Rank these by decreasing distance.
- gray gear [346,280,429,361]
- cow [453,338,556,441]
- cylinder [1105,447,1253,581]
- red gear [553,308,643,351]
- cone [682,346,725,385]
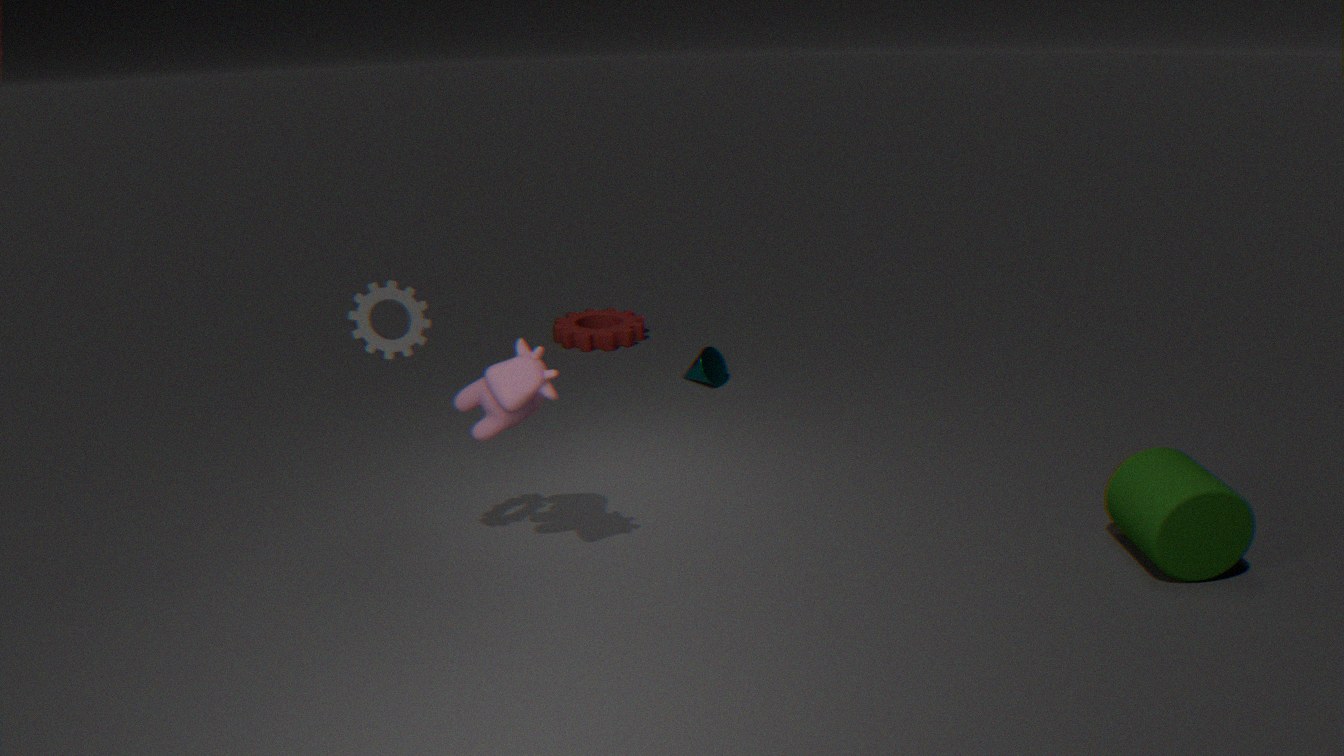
red gear [553,308,643,351] < cone [682,346,725,385] < cylinder [1105,447,1253,581] < cow [453,338,556,441] < gray gear [346,280,429,361]
